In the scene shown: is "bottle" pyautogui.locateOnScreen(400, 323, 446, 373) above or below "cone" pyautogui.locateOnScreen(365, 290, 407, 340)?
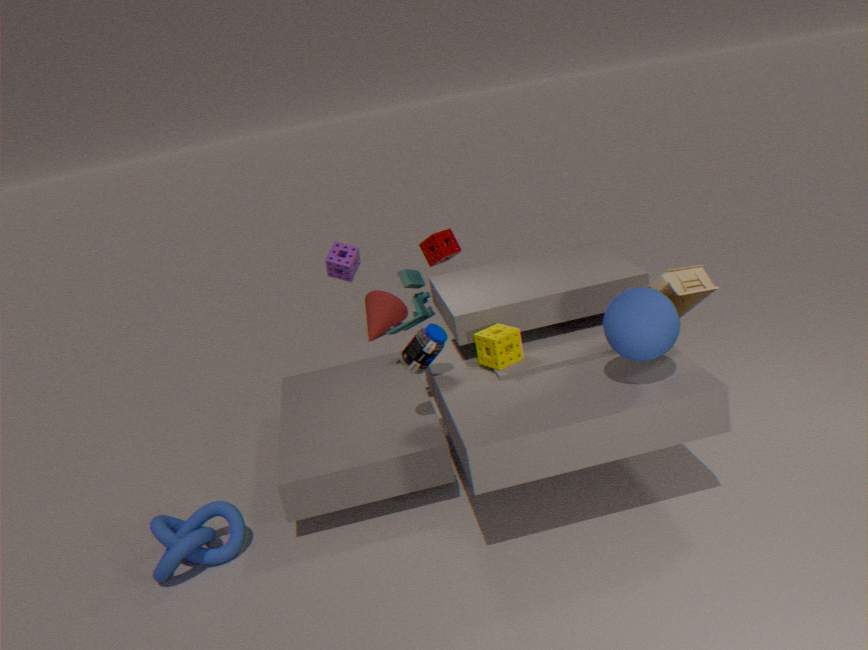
above
